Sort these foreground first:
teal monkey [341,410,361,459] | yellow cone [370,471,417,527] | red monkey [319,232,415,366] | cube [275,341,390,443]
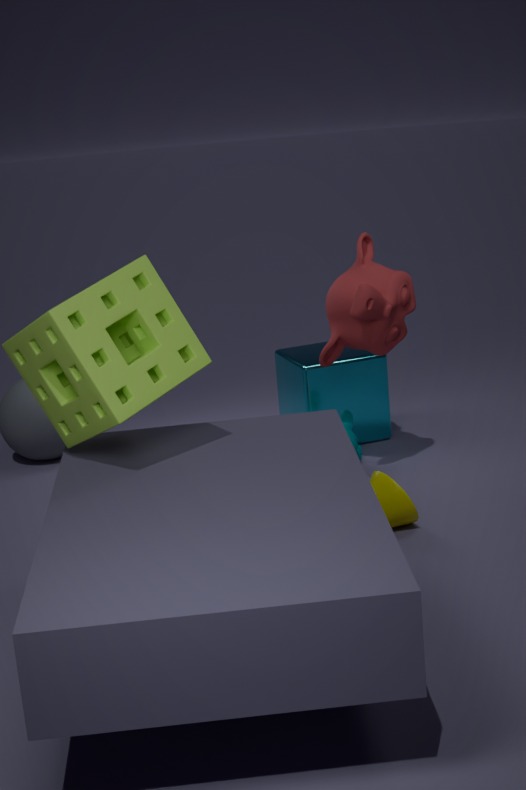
yellow cone [370,471,417,527], red monkey [319,232,415,366], teal monkey [341,410,361,459], cube [275,341,390,443]
